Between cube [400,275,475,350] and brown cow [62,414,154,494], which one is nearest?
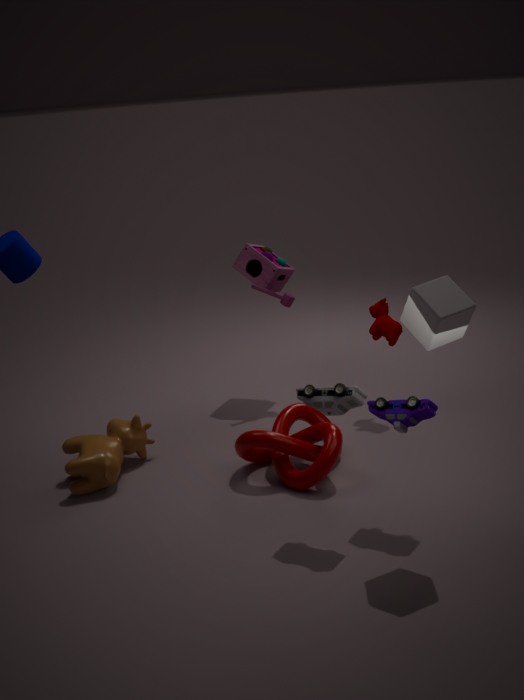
cube [400,275,475,350]
